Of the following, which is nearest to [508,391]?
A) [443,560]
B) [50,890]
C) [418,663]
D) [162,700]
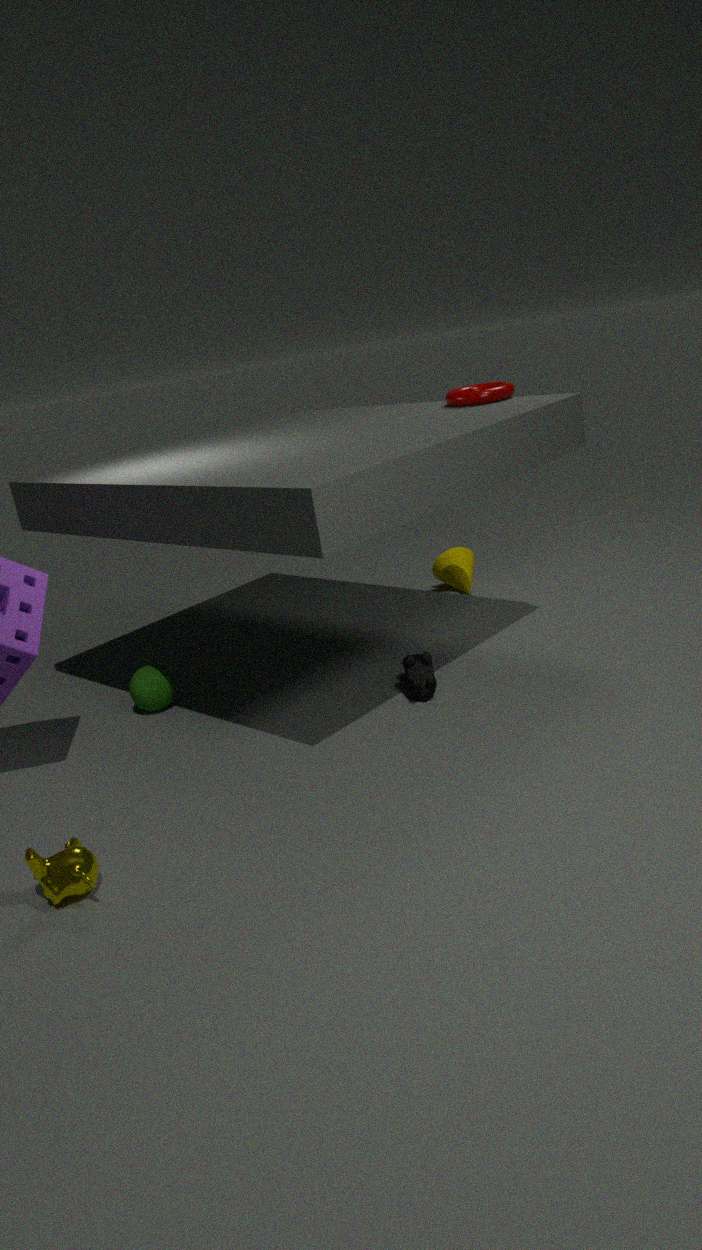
[443,560]
